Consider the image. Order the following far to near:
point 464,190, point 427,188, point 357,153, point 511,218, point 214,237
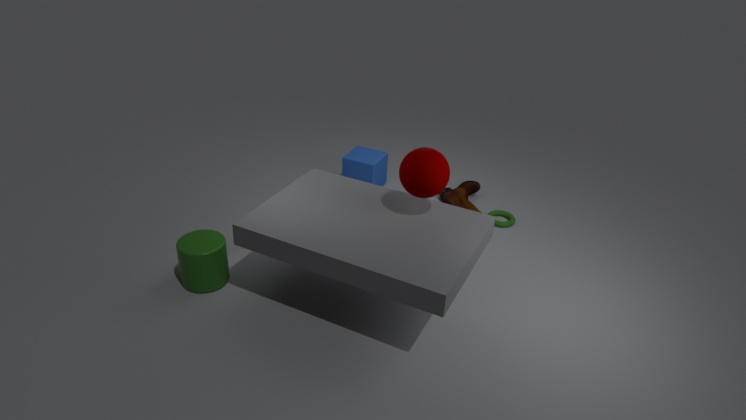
point 357,153, point 464,190, point 511,218, point 214,237, point 427,188
